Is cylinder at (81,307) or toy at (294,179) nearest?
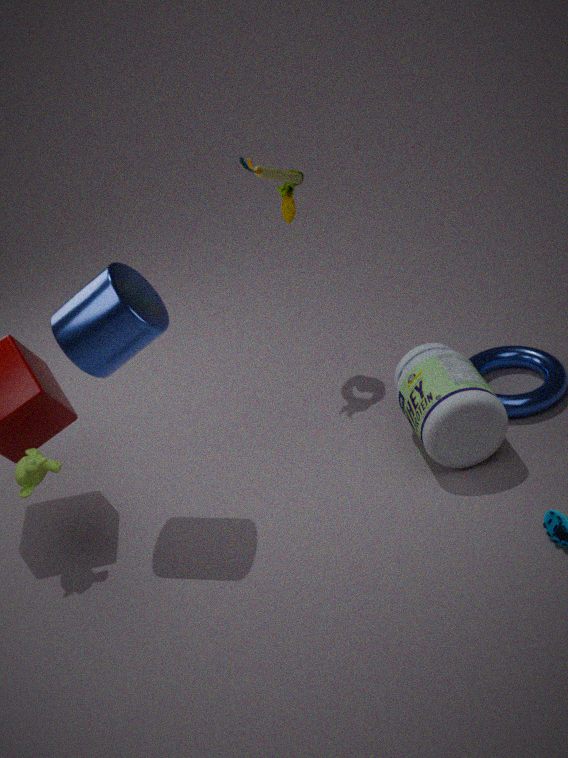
cylinder at (81,307)
